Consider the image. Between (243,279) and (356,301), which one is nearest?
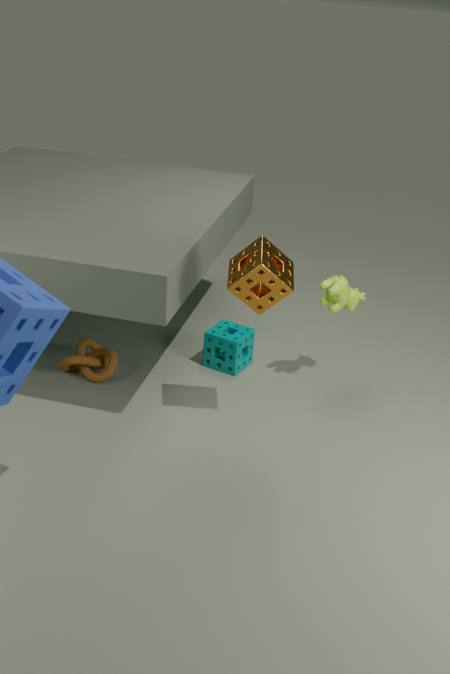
(243,279)
